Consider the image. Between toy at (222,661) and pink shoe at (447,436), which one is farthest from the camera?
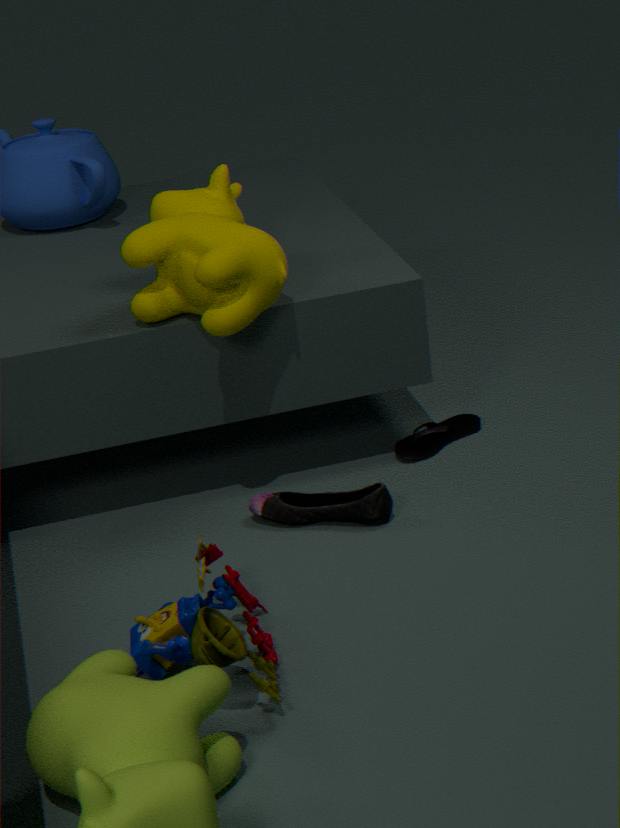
pink shoe at (447,436)
